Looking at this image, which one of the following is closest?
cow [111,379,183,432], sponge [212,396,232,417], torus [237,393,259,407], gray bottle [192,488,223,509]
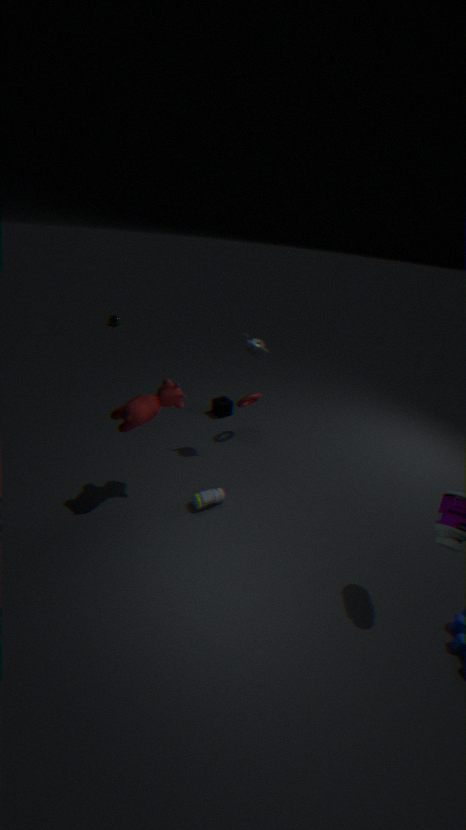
cow [111,379,183,432]
